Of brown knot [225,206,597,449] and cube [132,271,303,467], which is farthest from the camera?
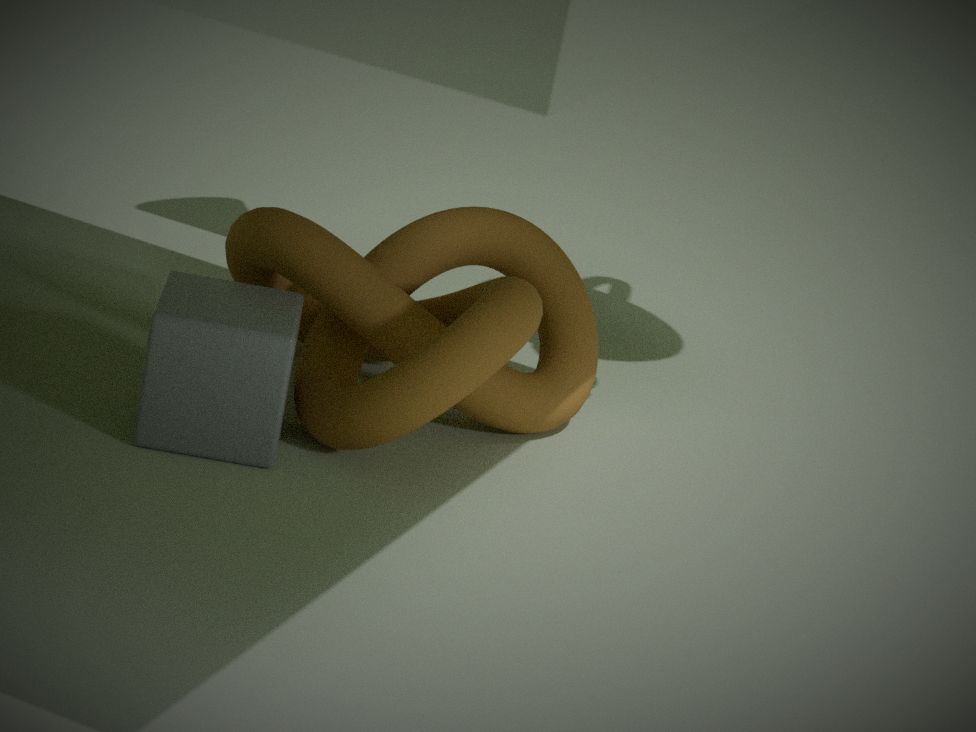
brown knot [225,206,597,449]
